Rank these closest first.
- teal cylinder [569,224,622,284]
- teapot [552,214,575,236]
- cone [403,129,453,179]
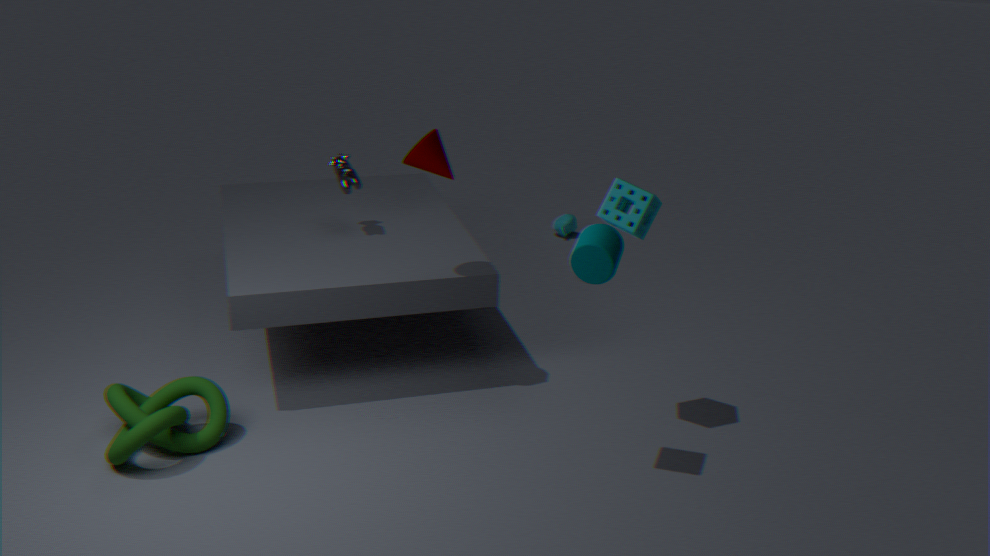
teal cylinder [569,224,622,284]
cone [403,129,453,179]
teapot [552,214,575,236]
